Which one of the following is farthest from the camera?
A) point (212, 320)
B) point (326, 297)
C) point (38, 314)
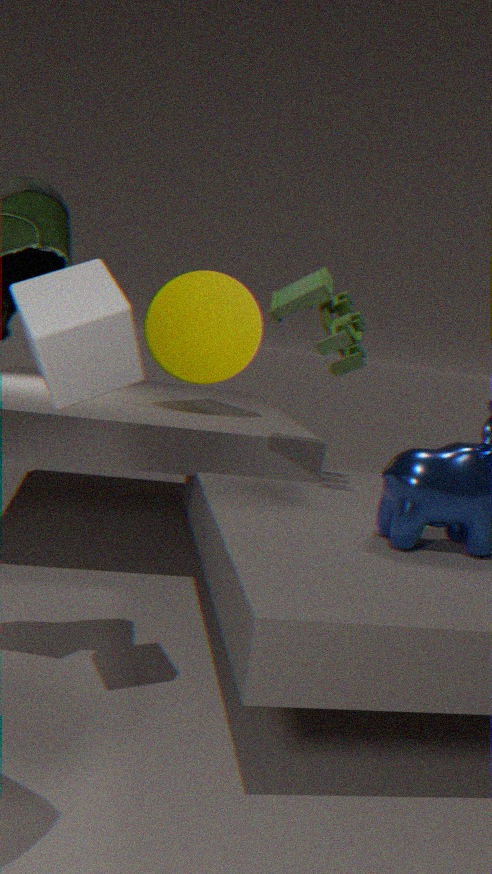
A. point (212, 320)
